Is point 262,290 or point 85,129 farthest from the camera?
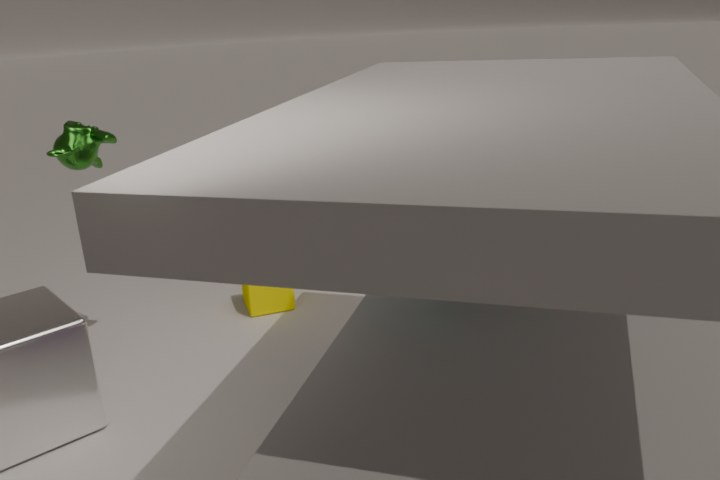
point 262,290
